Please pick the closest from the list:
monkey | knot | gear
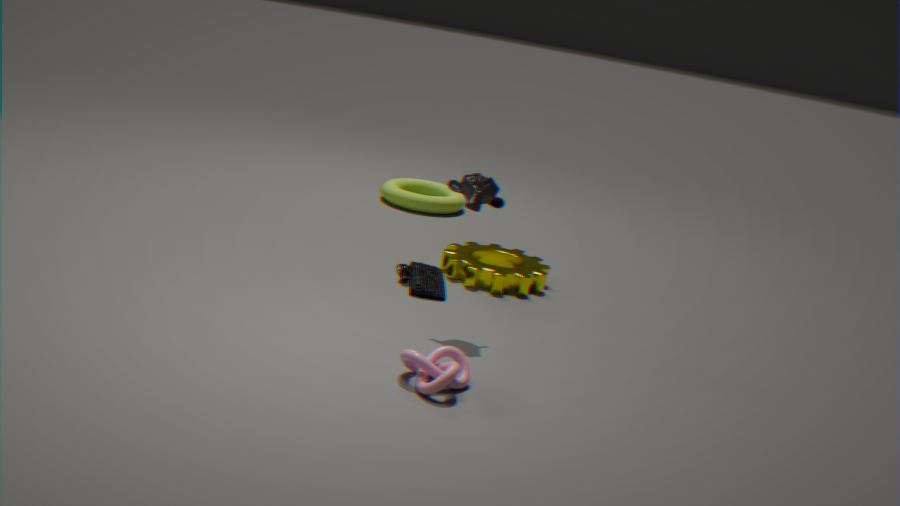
knot
